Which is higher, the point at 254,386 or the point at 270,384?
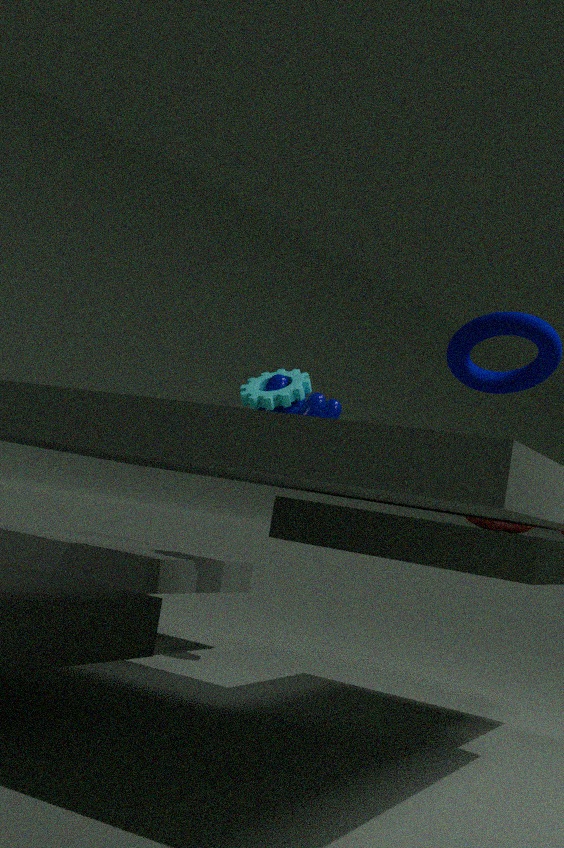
the point at 254,386
